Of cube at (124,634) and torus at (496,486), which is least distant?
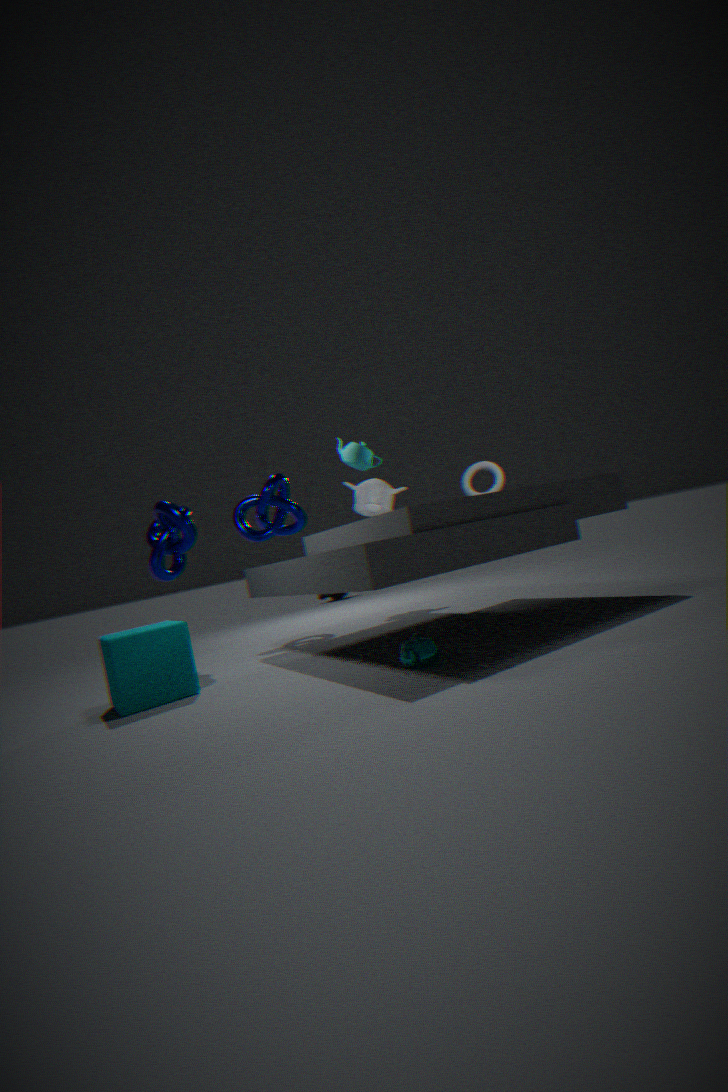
cube at (124,634)
